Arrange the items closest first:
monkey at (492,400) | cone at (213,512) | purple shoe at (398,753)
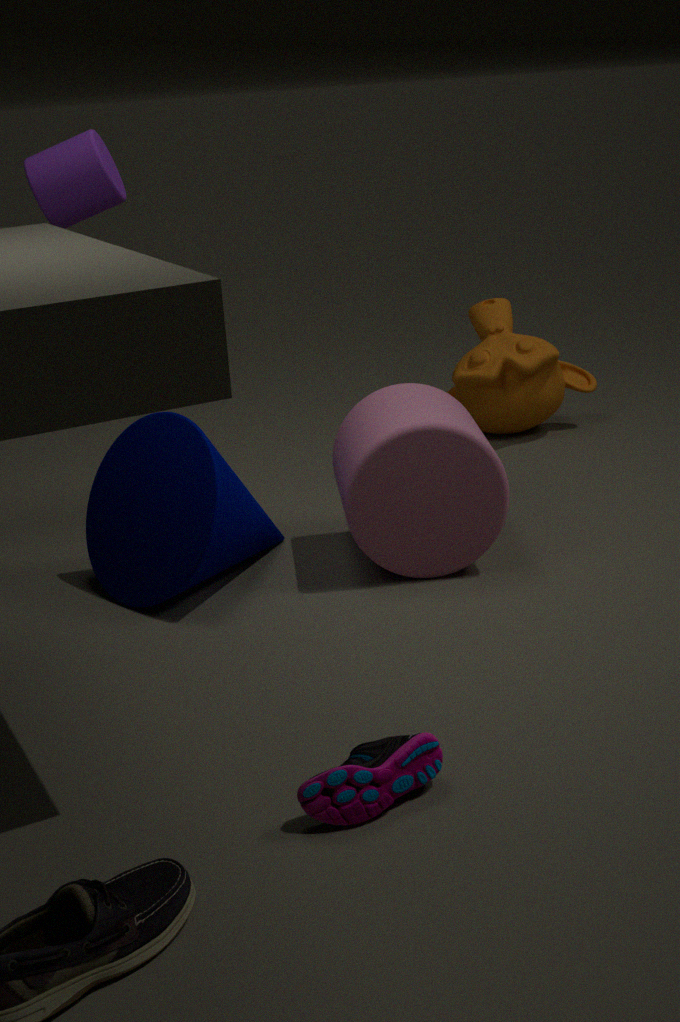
1. purple shoe at (398,753)
2. cone at (213,512)
3. monkey at (492,400)
